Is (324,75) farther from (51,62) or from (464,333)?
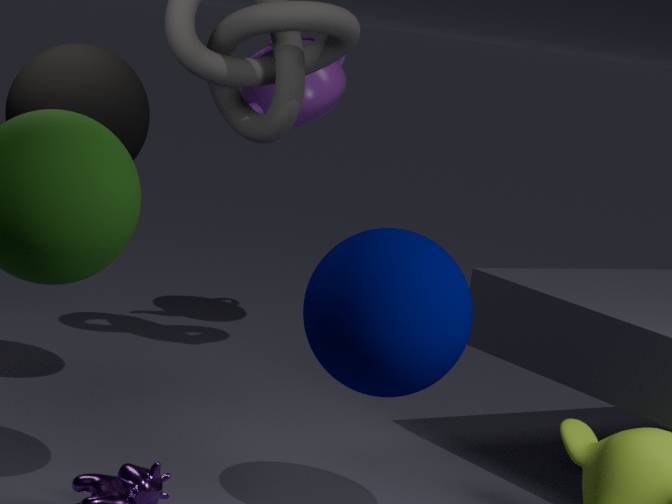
(464,333)
